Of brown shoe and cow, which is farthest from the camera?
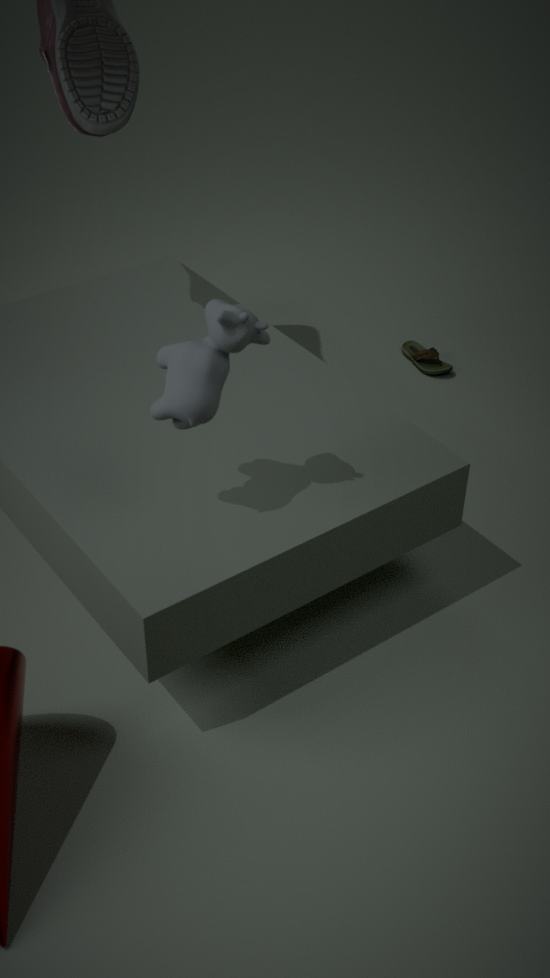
brown shoe
